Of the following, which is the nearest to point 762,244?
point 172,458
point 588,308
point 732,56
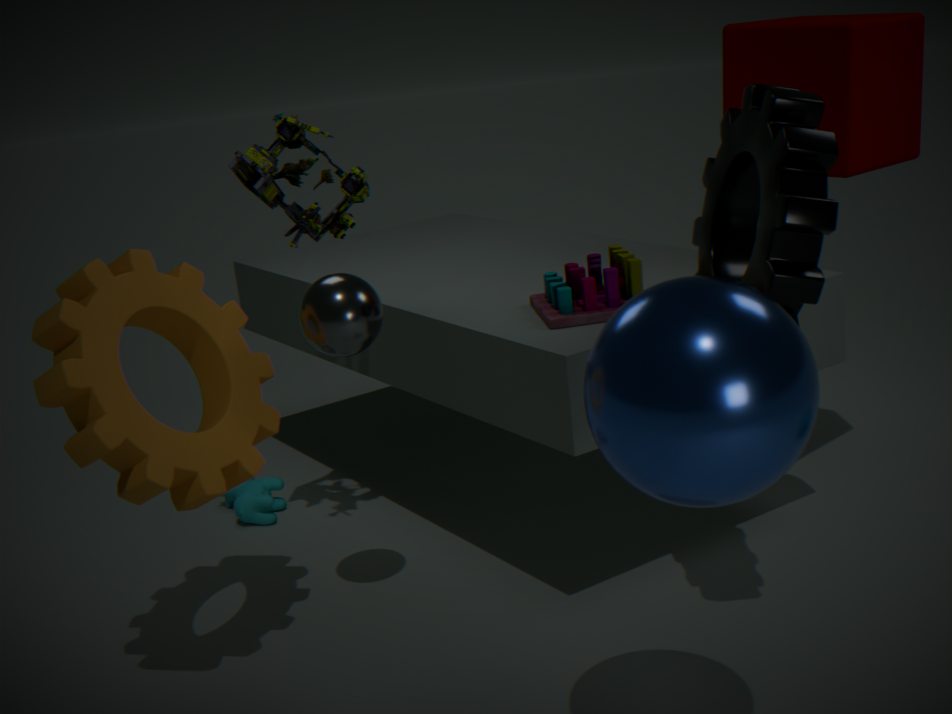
point 588,308
